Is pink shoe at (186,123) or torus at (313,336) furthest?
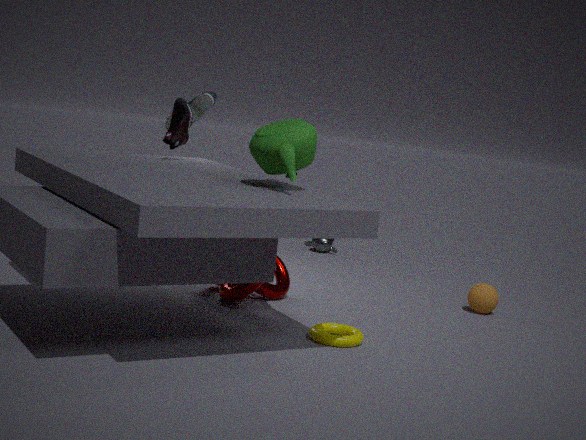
pink shoe at (186,123)
